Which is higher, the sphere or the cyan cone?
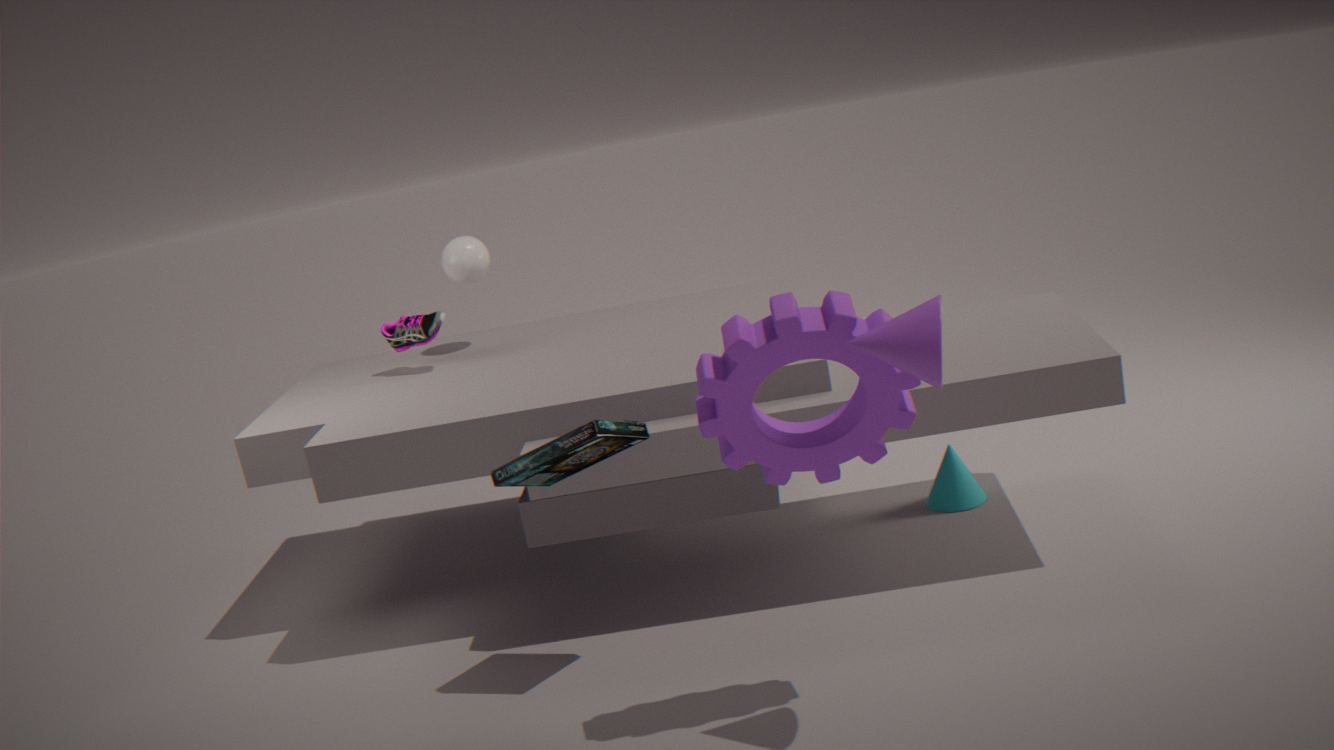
the sphere
